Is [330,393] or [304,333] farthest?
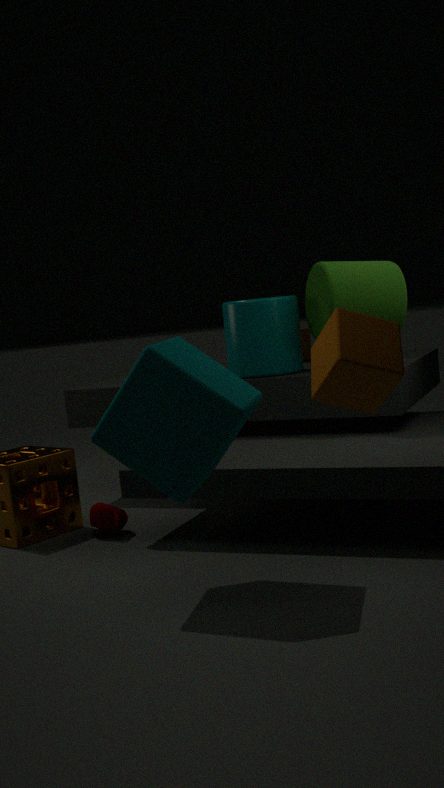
[304,333]
